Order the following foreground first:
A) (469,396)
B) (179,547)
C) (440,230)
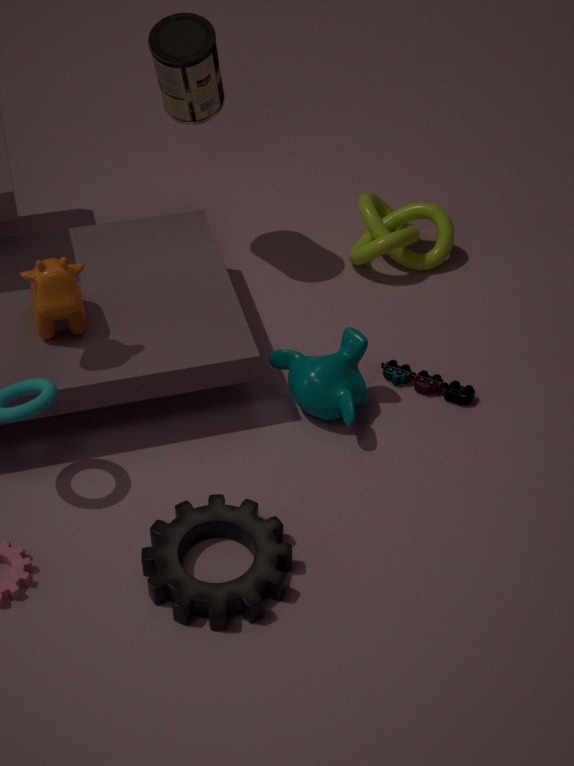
(179,547) < (469,396) < (440,230)
